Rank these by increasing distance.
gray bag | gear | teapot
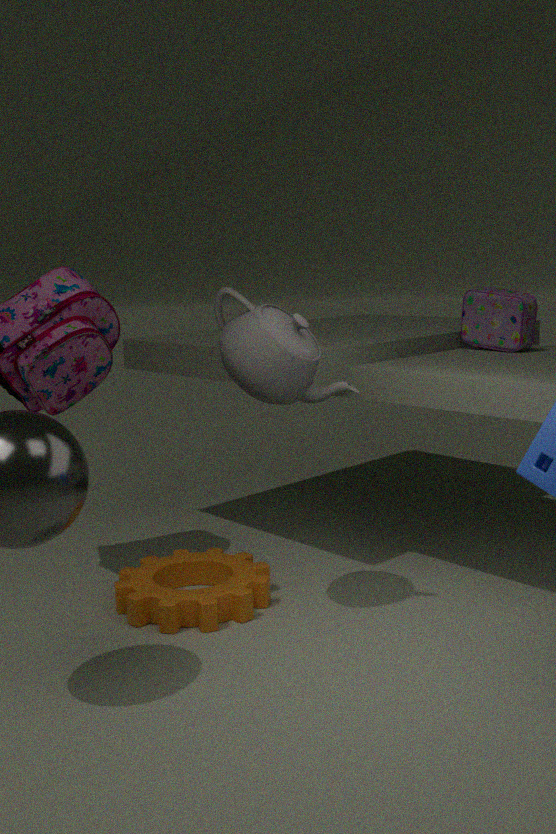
teapot < gear < gray bag
